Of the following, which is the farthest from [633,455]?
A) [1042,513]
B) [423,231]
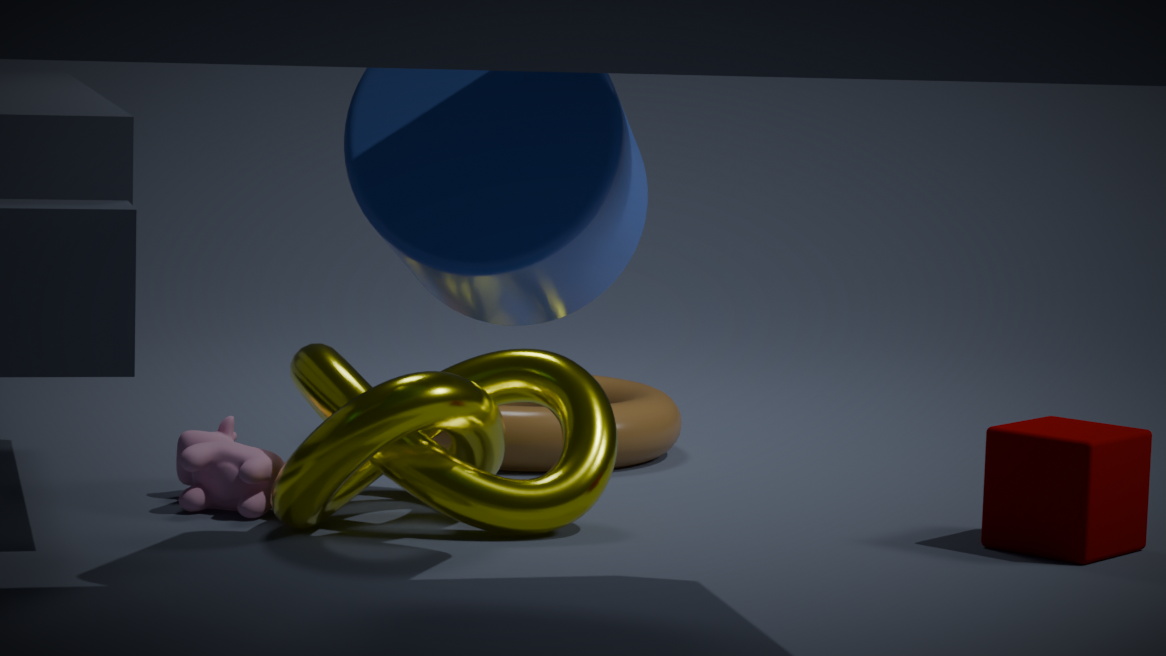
[423,231]
